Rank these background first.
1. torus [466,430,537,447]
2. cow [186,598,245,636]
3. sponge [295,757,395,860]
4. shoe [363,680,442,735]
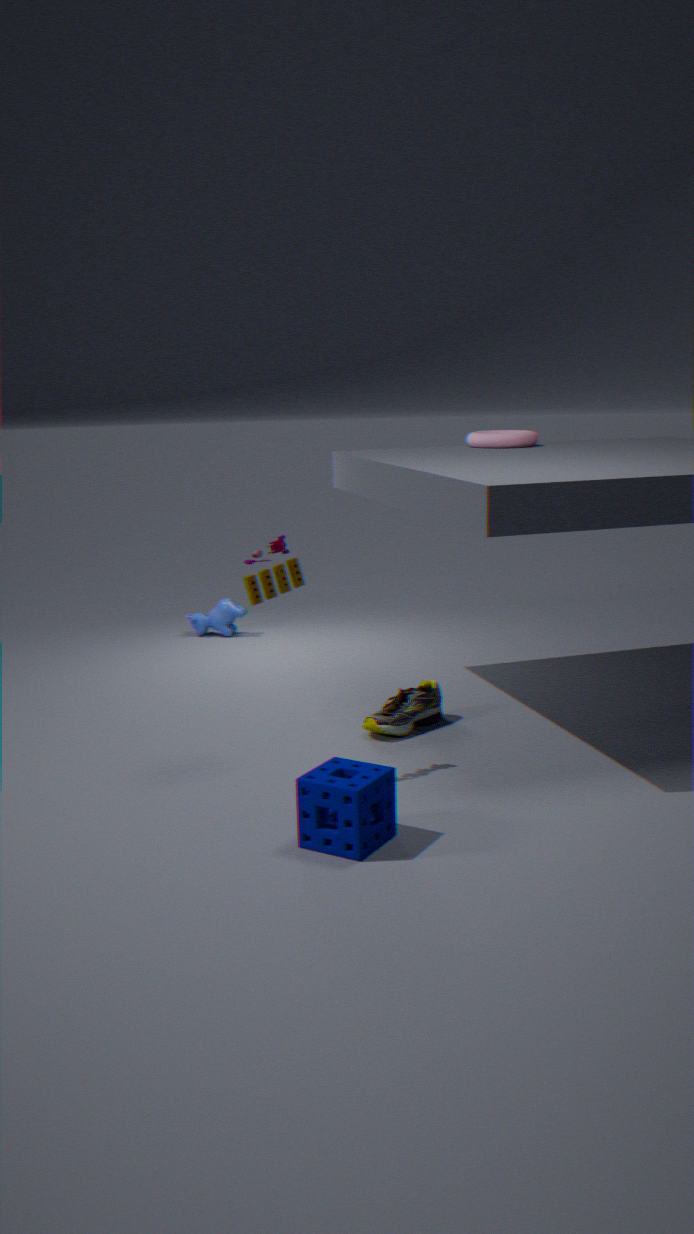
cow [186,598,245,636] < torus [466,430,537,447] < shoe [363,680,442,735] < sponge [295,757,395,860]
